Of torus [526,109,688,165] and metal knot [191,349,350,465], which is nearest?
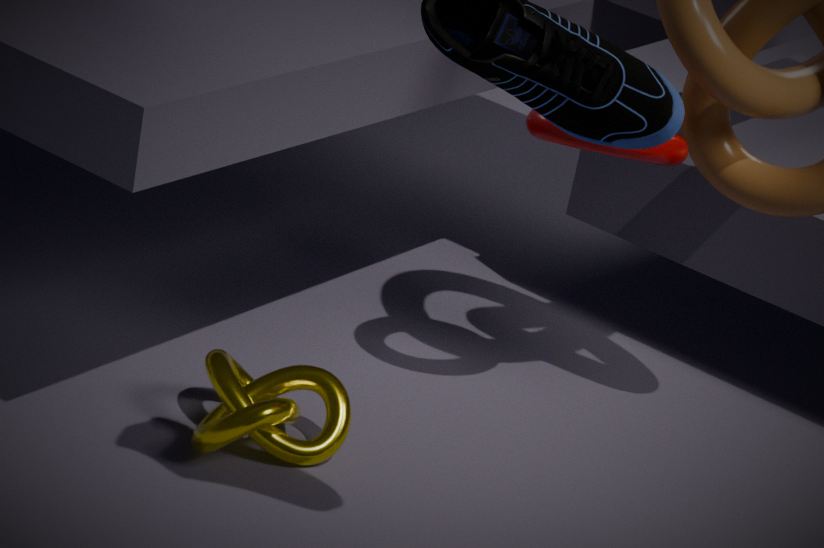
metal knot [191,349,350,465]
